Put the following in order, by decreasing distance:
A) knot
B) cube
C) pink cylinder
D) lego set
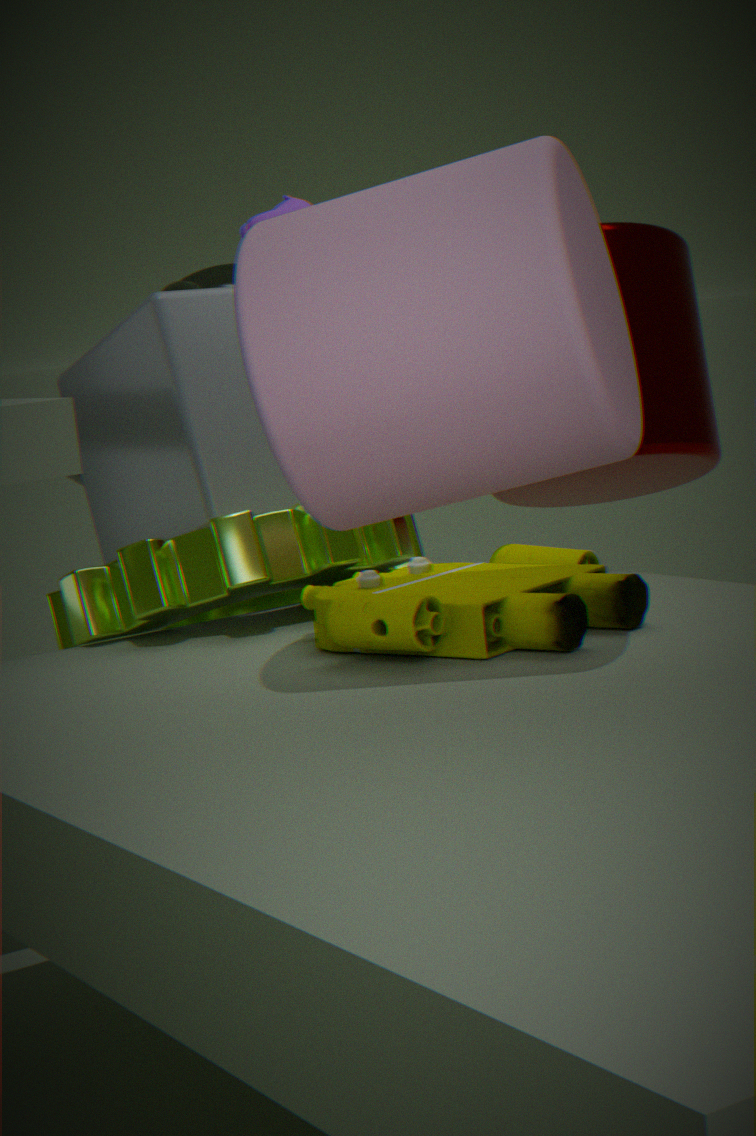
knot
cube
lego set
pink cylinder
